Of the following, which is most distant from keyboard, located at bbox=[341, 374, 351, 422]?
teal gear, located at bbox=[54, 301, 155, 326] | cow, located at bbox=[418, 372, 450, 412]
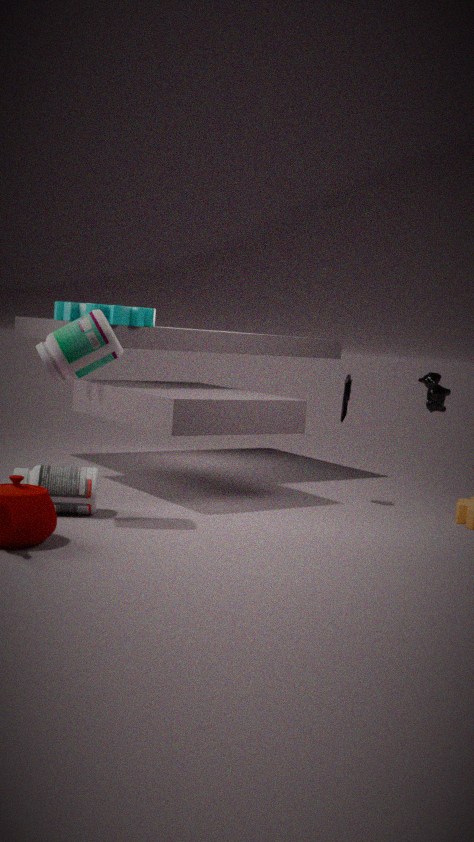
teal gear, located at bbox=[54, 301, 155, 326]
